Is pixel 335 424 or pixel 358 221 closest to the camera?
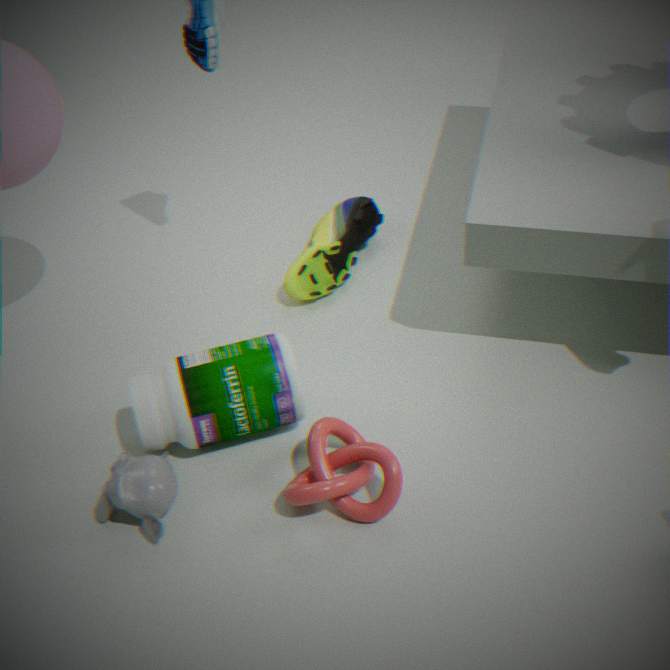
pixel 335 424
